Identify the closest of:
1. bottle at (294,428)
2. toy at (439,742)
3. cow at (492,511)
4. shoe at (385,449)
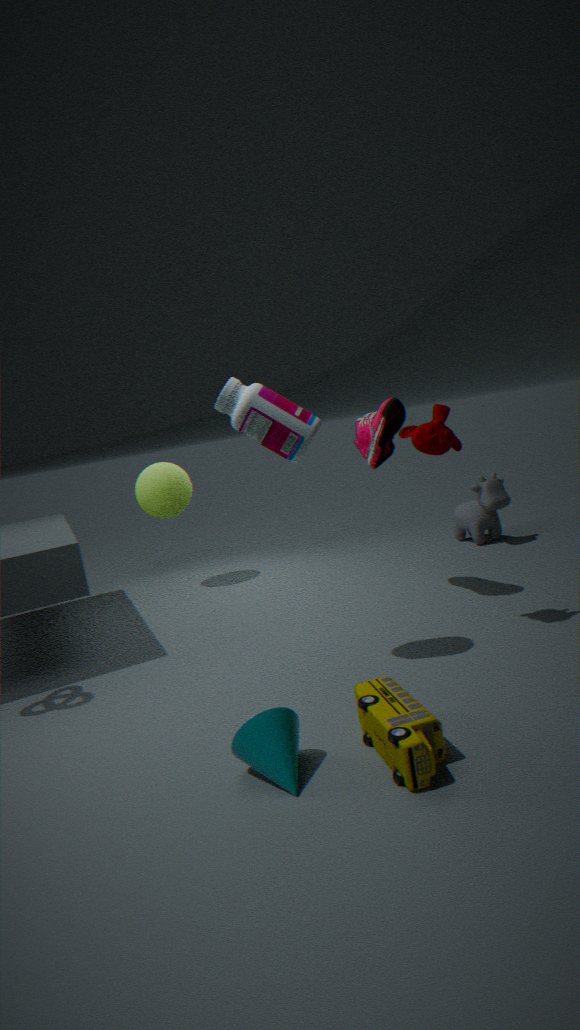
toy at (439,742)
